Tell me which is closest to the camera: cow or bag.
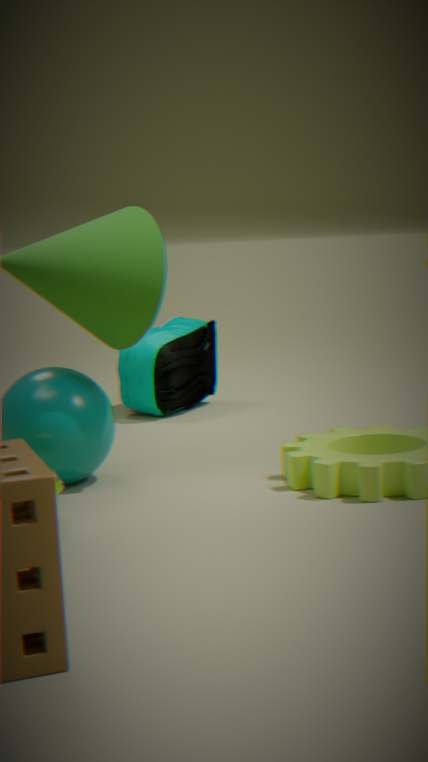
cow
